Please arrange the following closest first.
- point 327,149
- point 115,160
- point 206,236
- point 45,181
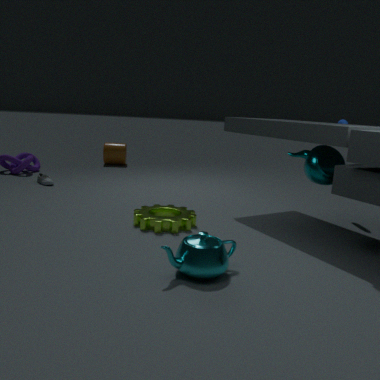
point 206,236 < point 327,149 < point 45,181 < point 115,160
